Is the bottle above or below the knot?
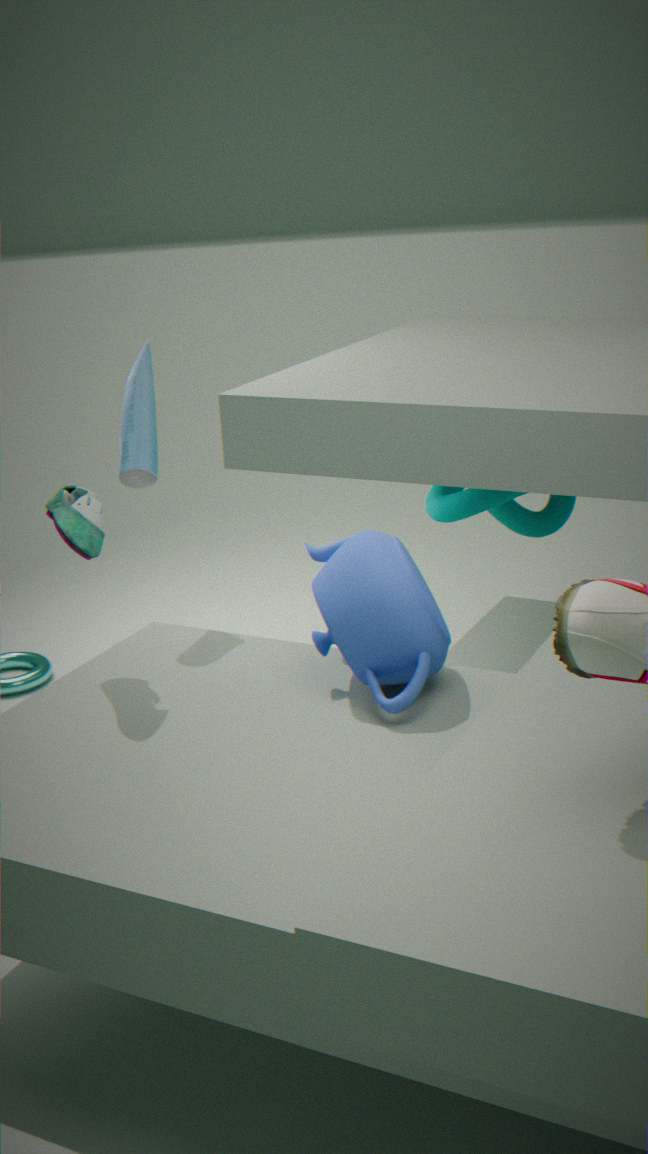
above
